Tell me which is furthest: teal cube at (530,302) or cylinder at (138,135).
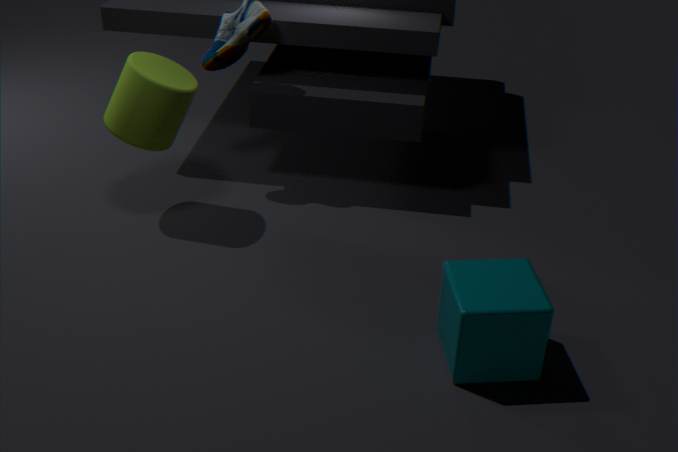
cylinder at (138,135)
